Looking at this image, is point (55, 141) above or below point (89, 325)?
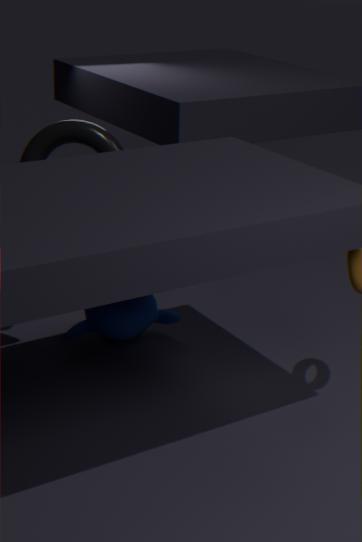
above
